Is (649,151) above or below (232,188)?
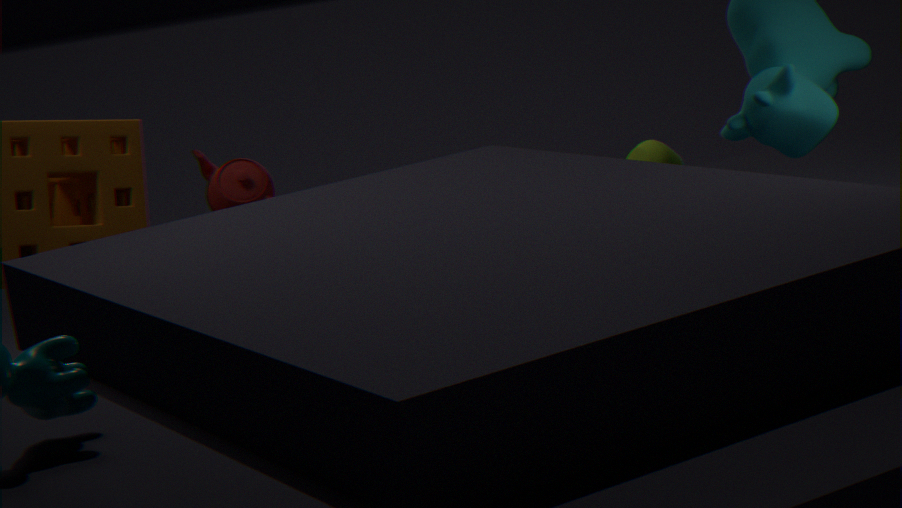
below
